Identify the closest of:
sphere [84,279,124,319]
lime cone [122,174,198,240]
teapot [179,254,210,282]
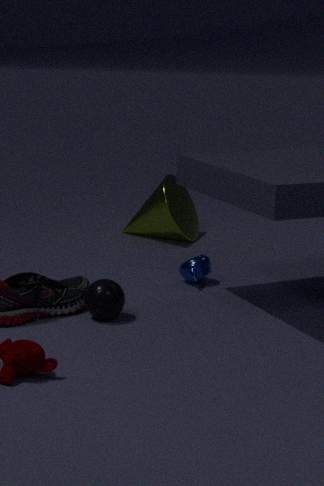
sphere [84,279,124,319]
